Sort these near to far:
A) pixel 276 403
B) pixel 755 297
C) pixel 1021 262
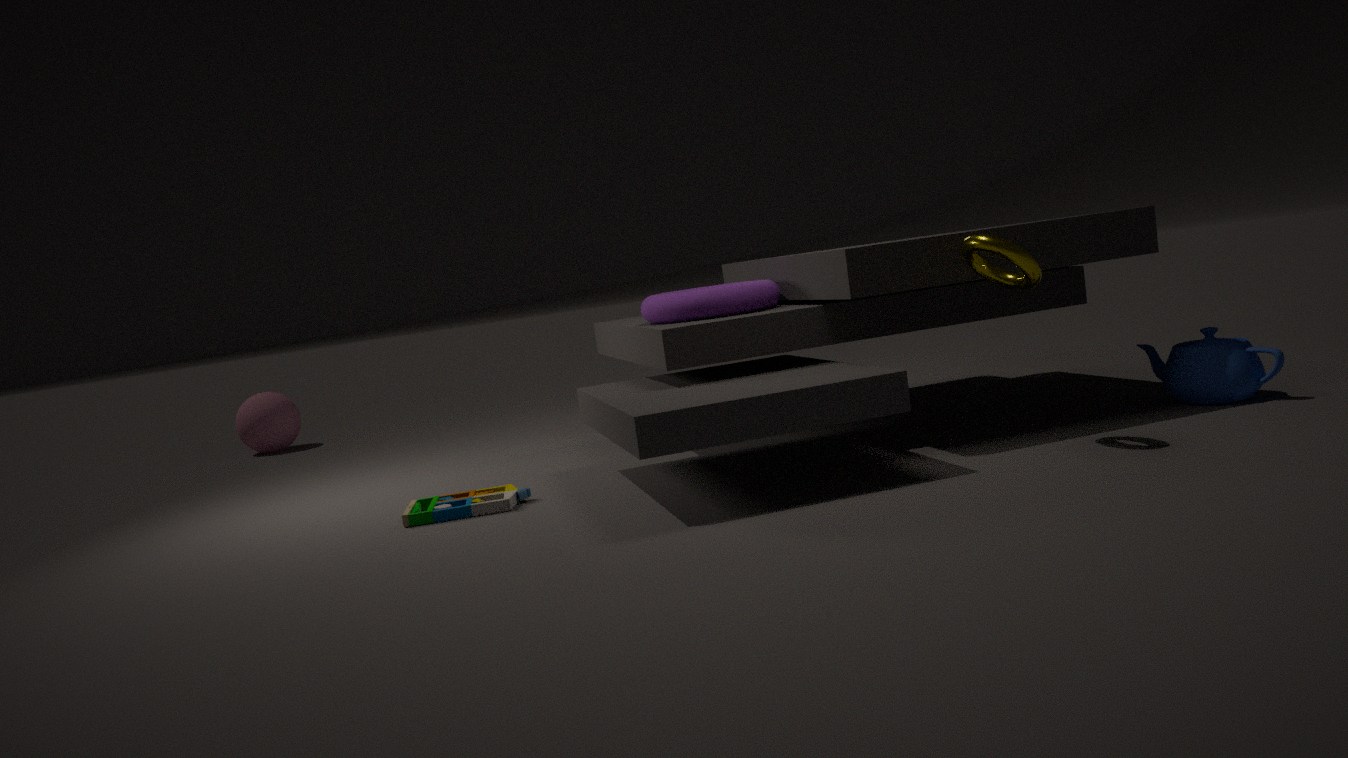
pixel 1021 262
pixel 755 297
pixel 276 403
